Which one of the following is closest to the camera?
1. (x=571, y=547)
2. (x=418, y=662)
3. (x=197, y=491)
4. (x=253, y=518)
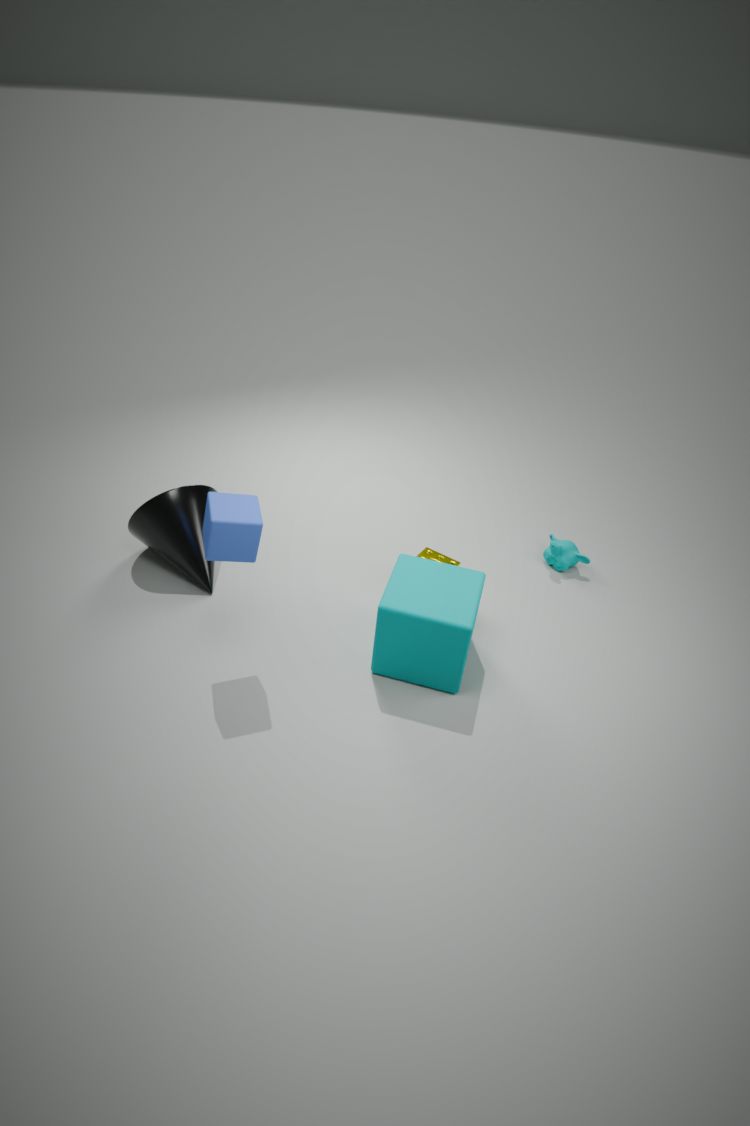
(x=253, y=518)
